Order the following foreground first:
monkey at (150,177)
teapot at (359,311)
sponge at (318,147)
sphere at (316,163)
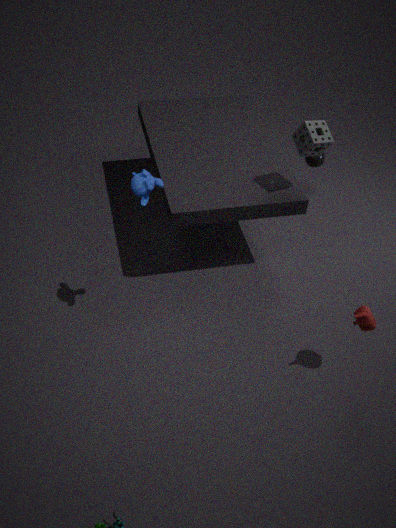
monkey at (150,177) → teapot at (359,311) → sponge at (318,147) → sphere at (316,163)
